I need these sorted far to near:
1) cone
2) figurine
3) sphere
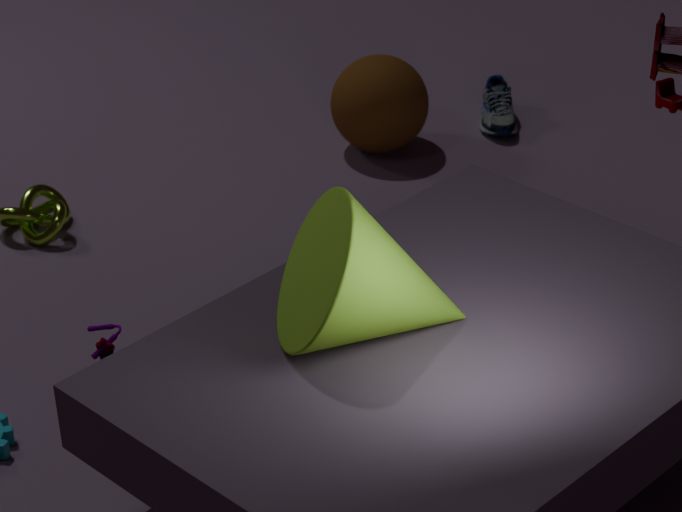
1. 3. sphere
2. 2. figurine
3. 1. cone
